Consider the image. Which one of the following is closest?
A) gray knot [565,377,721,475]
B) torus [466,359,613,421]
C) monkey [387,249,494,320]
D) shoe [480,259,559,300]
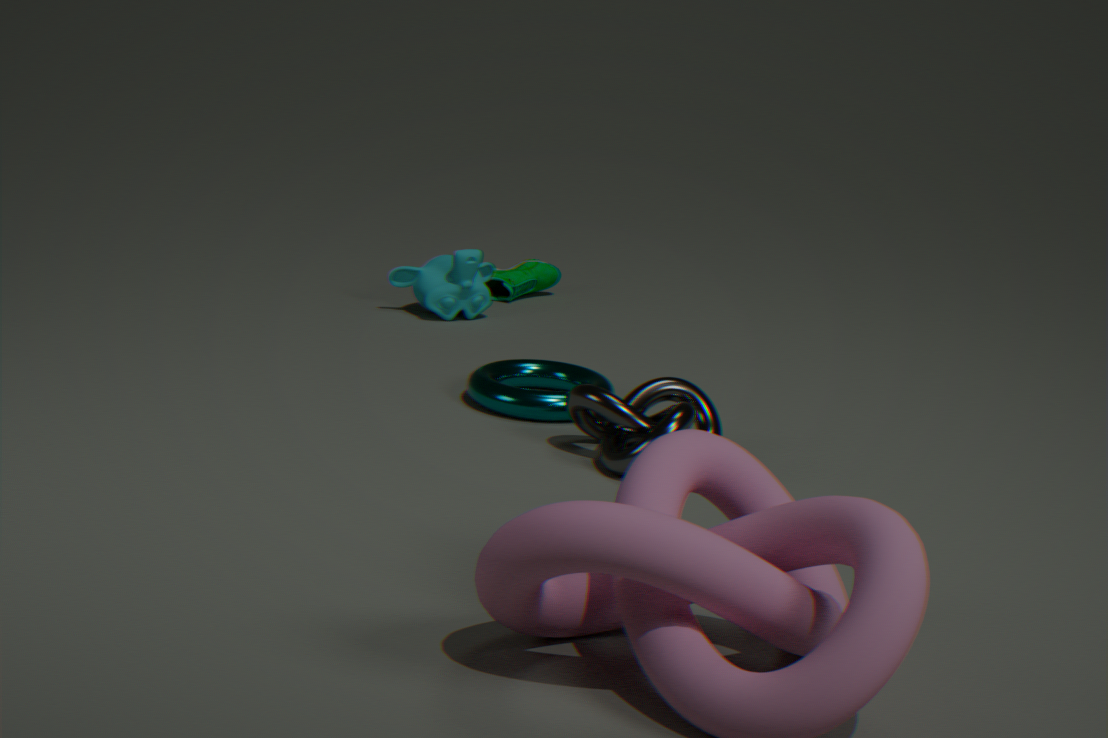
gray knot [565,377,721,475]
